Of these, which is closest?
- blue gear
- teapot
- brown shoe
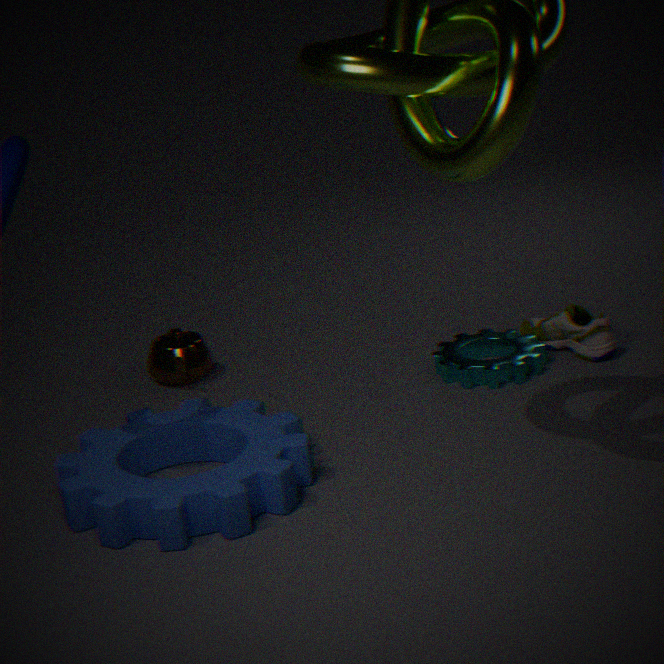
blue gear
